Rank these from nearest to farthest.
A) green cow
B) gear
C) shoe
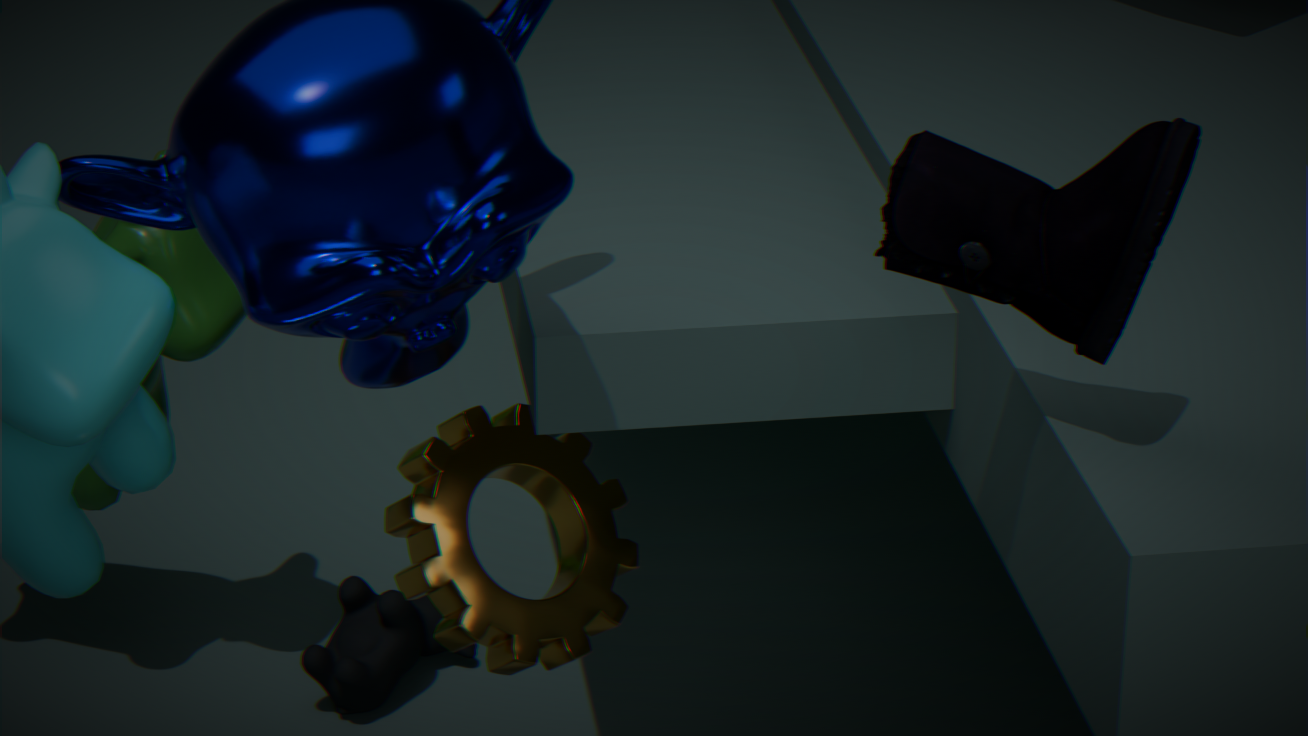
1. shoe
2. gear
3. green cow
